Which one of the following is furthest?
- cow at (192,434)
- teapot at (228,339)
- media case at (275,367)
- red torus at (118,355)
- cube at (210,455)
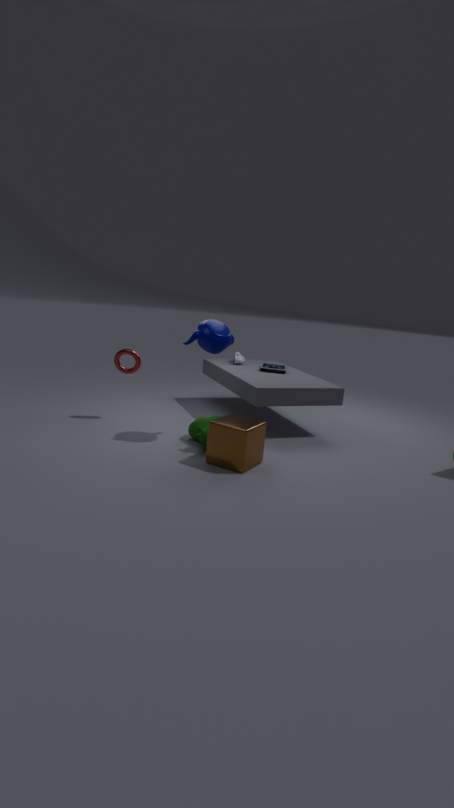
media case at (275,367)
